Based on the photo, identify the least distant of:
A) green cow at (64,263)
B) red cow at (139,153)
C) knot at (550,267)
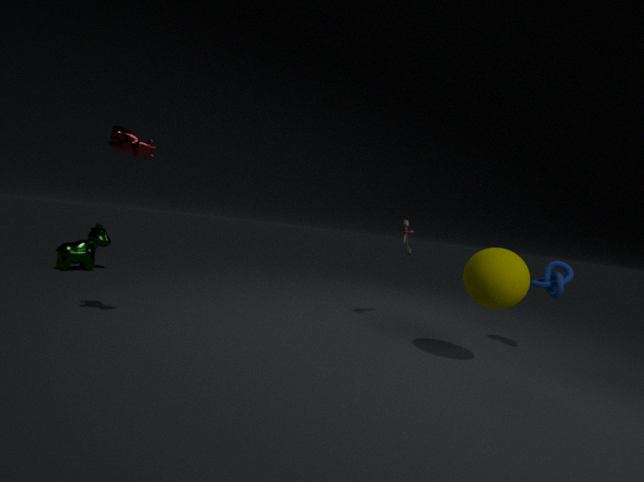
red cow at (139,153)
